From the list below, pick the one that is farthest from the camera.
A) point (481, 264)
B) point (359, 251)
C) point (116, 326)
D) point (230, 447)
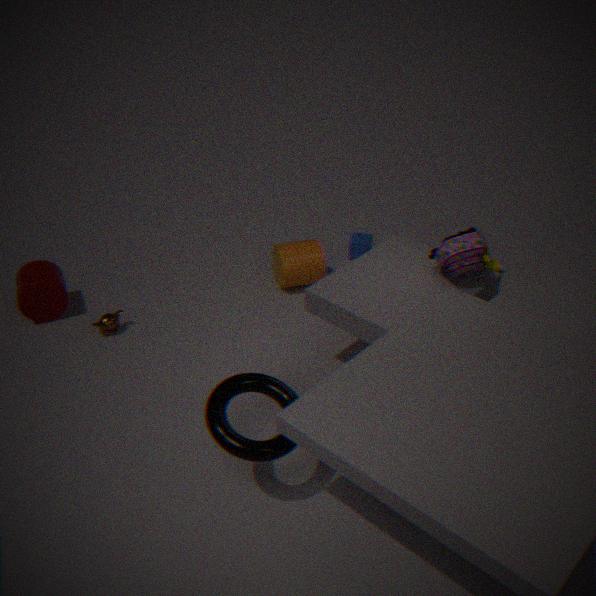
point (359, 251)
